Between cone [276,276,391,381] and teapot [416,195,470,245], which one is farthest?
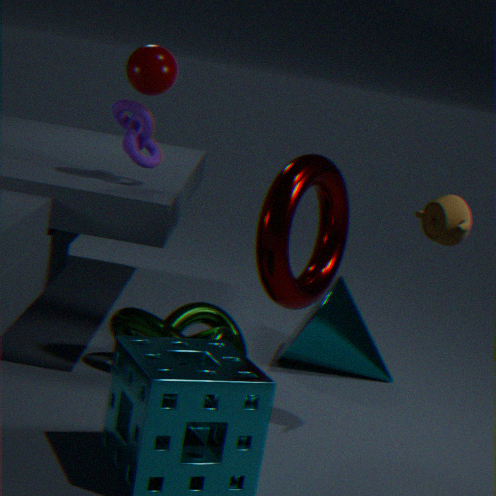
cone [276,276,391,381]
